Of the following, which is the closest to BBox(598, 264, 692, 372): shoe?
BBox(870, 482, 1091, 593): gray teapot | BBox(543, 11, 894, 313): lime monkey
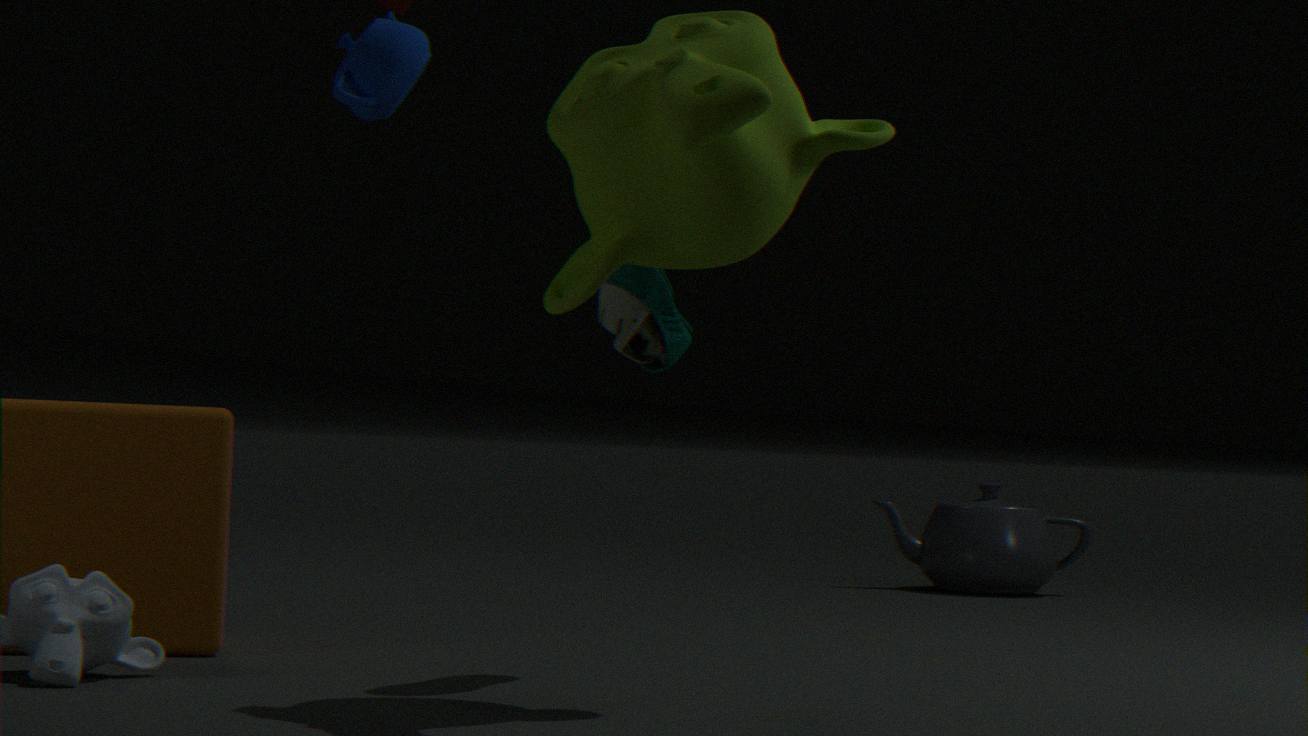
BBox(543, 11, 894, 313): lime monkey
